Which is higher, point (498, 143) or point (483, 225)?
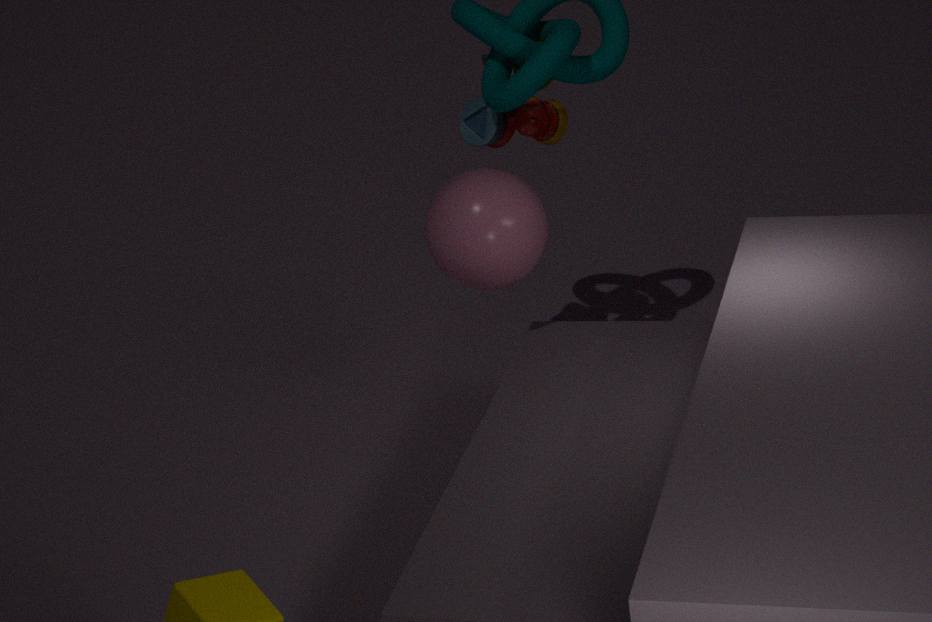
point (498, 143)
